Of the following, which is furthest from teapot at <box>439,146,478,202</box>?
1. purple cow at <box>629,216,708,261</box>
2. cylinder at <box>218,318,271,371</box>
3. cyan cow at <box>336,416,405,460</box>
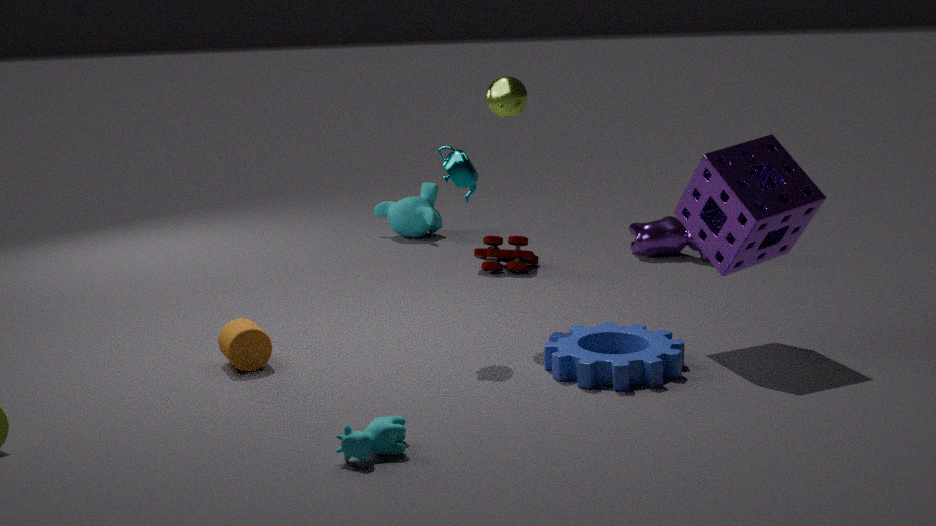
purple cow at <box>629,216,708,261</box>
